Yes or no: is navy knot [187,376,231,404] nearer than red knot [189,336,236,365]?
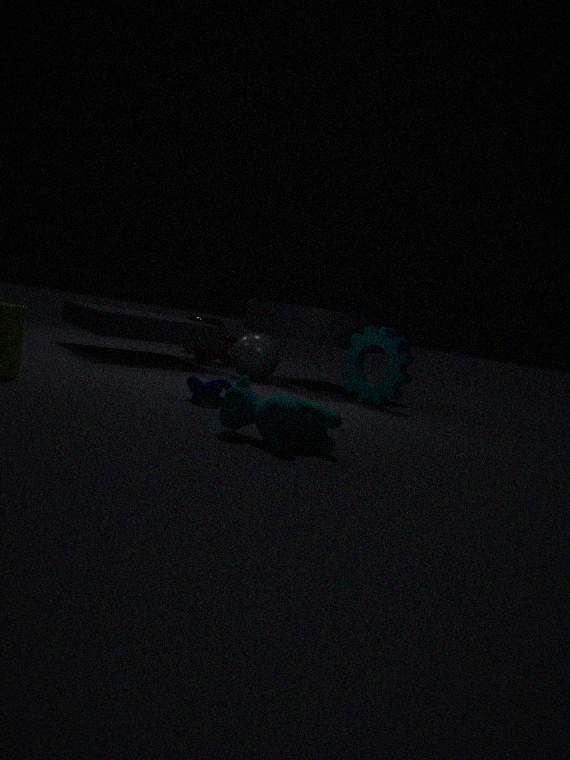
Yes
